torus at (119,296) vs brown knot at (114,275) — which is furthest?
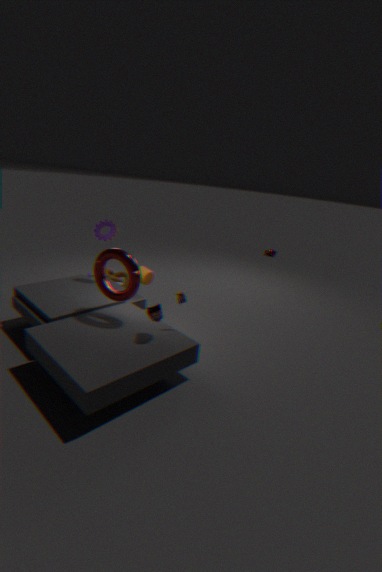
brown knot at (114,275)
